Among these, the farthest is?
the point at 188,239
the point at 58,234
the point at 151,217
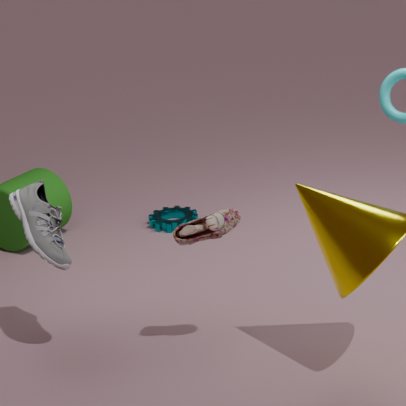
the point at 151,217
